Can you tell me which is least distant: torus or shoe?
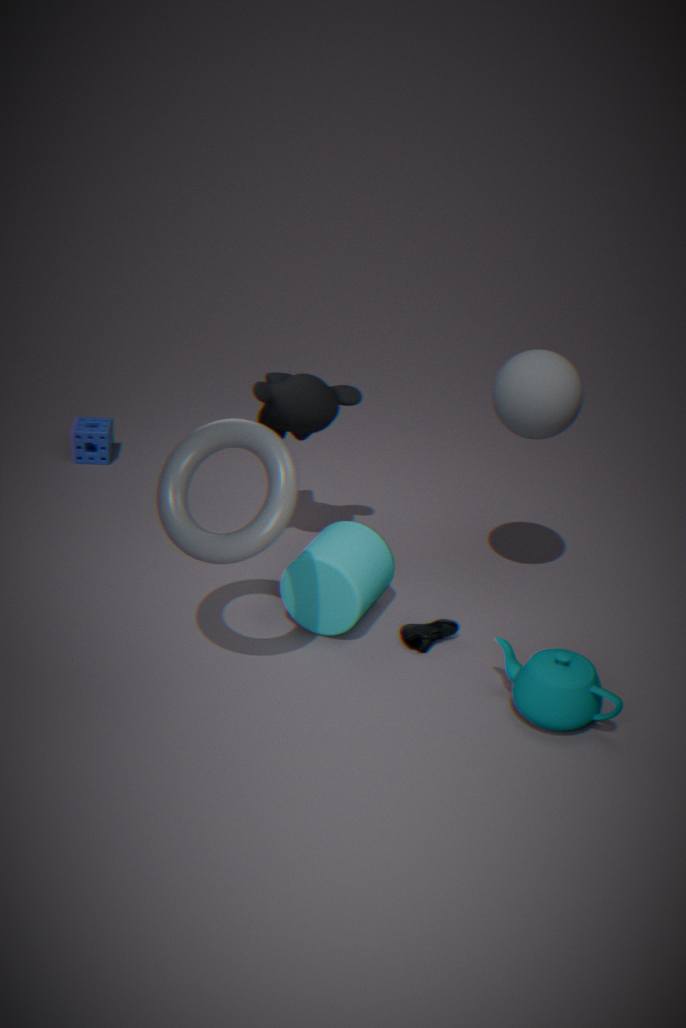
torus
